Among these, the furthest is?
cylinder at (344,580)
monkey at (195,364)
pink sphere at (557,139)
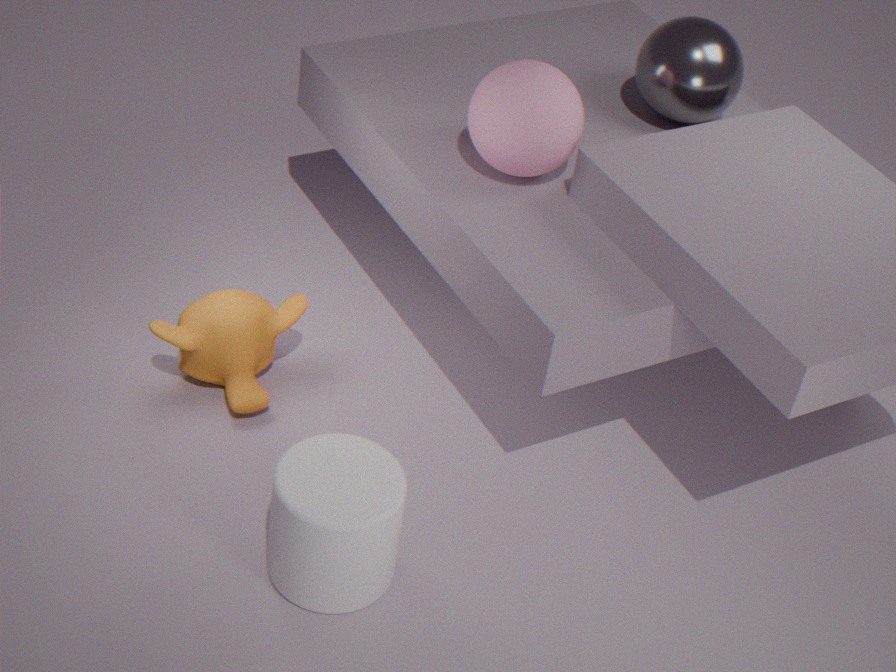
monkey at (195,364)
